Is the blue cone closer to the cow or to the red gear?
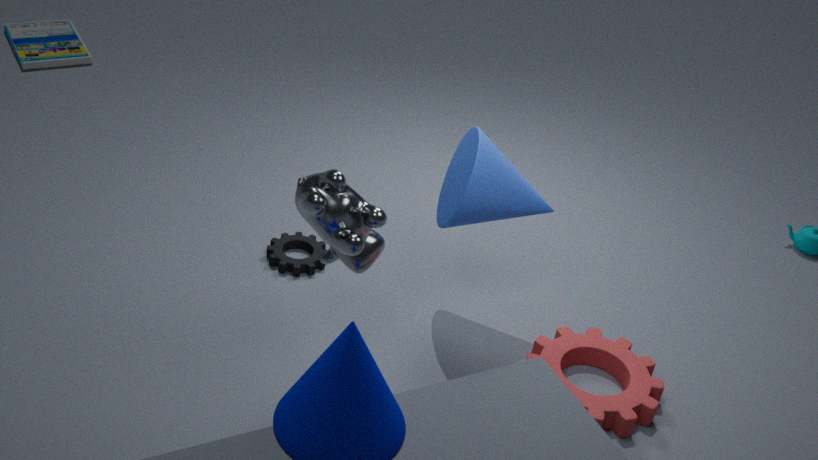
the cow
